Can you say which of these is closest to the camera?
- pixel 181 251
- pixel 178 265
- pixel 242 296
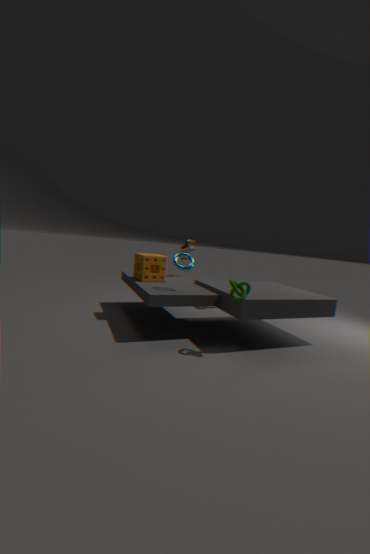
pixel 242 296
